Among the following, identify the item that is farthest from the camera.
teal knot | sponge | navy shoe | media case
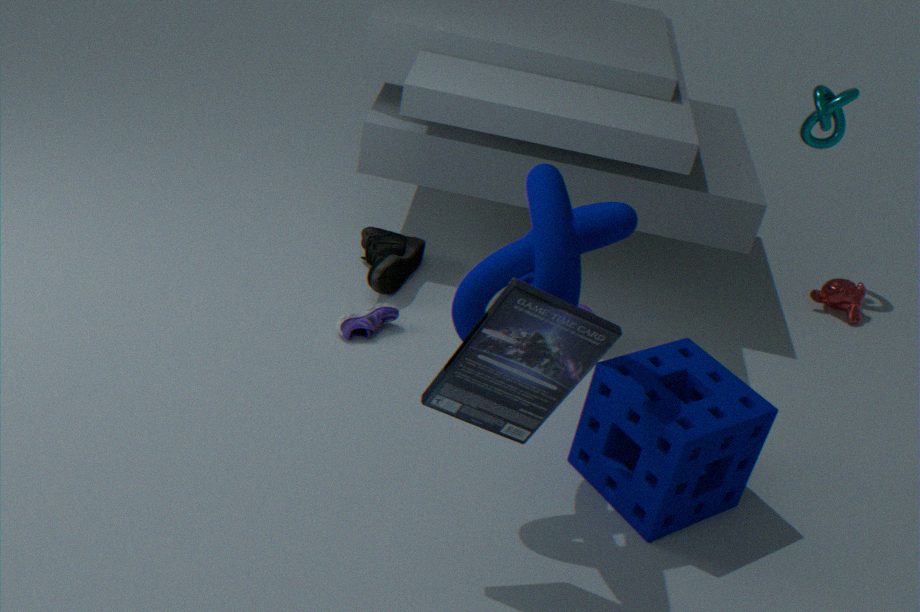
teal knot
